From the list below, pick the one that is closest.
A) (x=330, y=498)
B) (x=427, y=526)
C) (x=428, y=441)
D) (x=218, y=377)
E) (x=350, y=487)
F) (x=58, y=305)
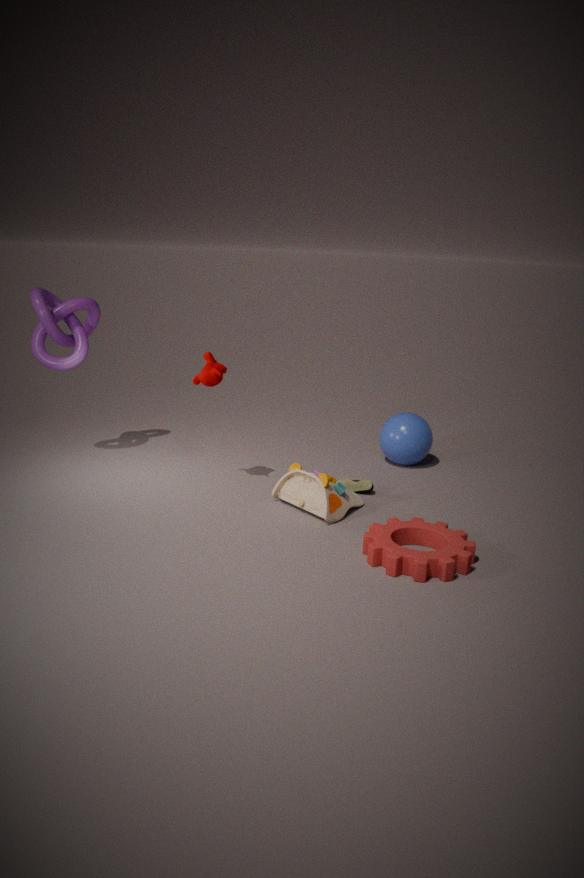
(x=427, y=526)
